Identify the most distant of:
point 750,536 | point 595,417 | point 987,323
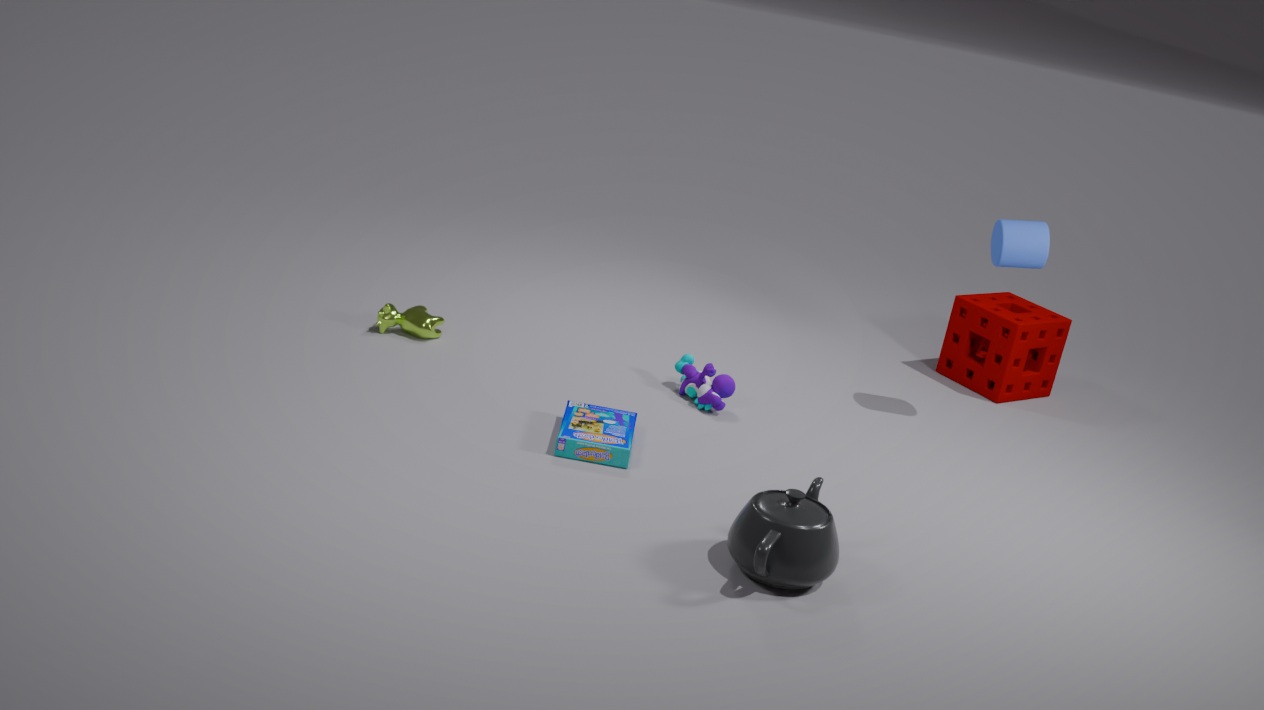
point 987,323
